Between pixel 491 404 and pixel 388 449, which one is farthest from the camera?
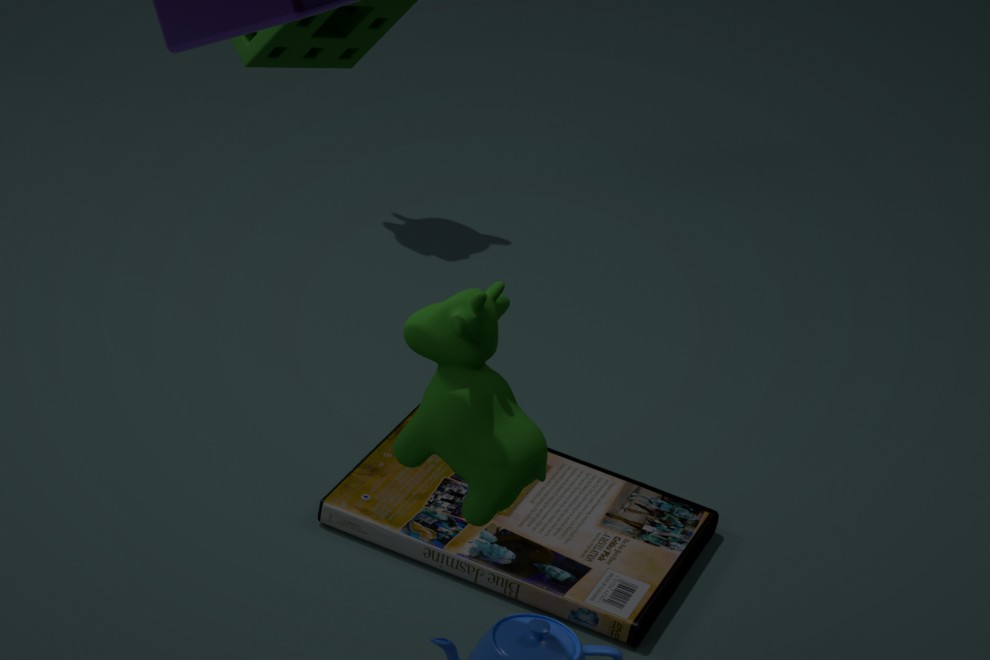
pixel 388 449
